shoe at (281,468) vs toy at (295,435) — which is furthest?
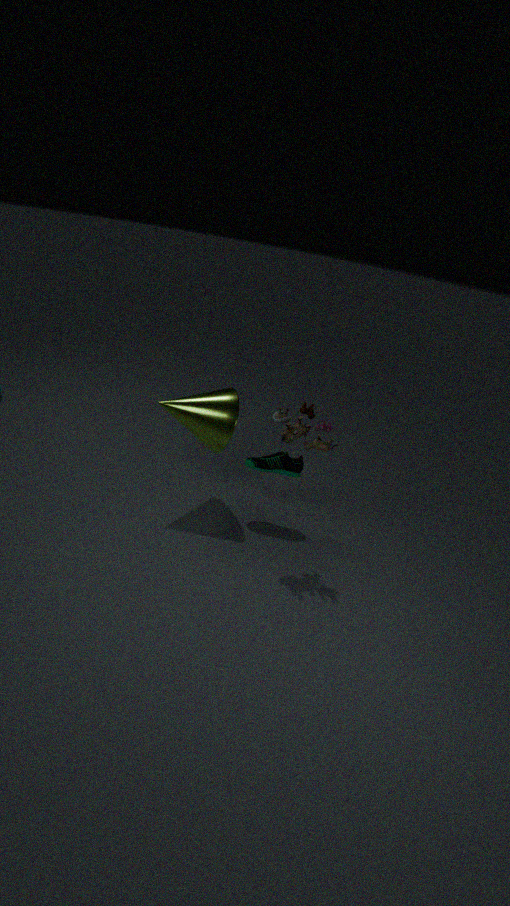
shoe at (281,468)
